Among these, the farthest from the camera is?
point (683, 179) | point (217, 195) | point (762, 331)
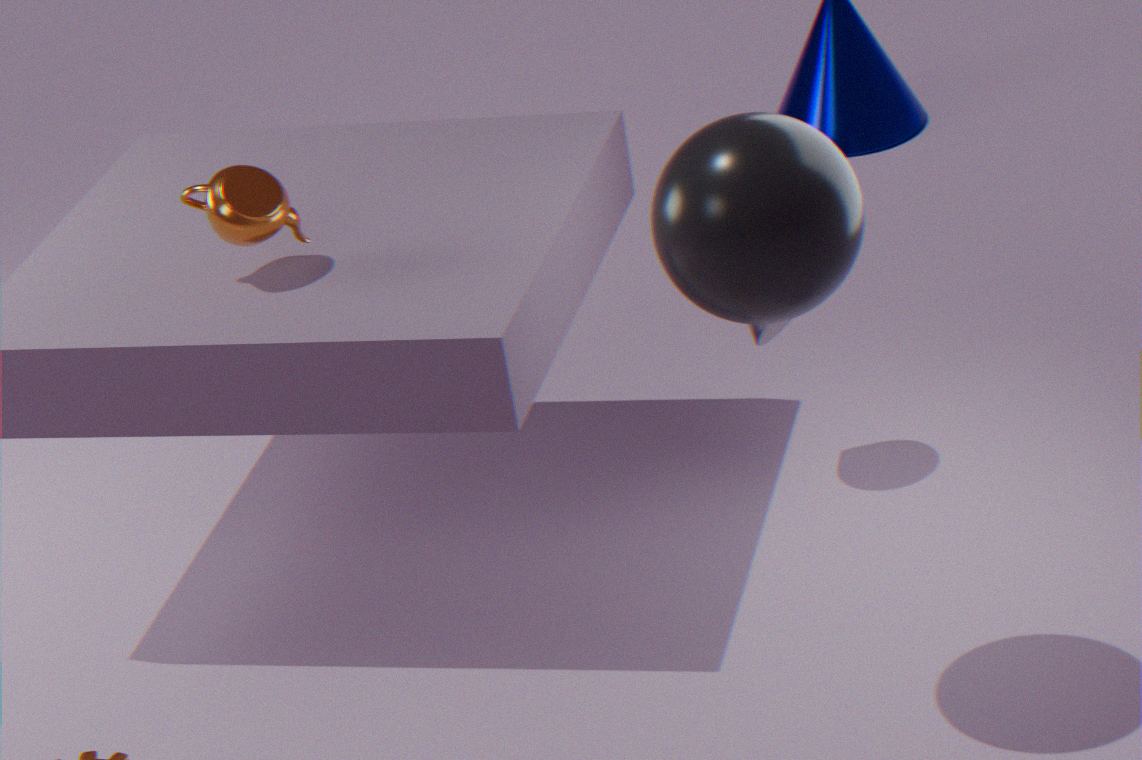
point (762, 331)
